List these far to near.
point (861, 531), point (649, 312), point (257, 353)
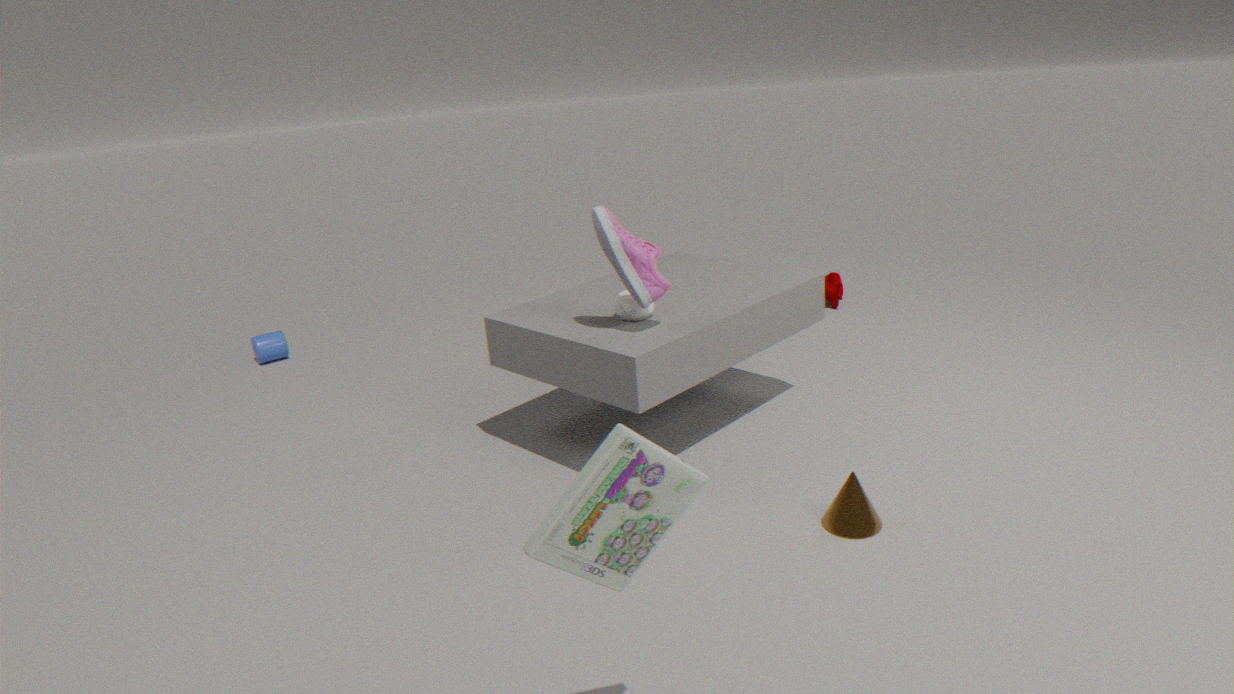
point (257, 353)
point (649, 312)
point (861, 531)
